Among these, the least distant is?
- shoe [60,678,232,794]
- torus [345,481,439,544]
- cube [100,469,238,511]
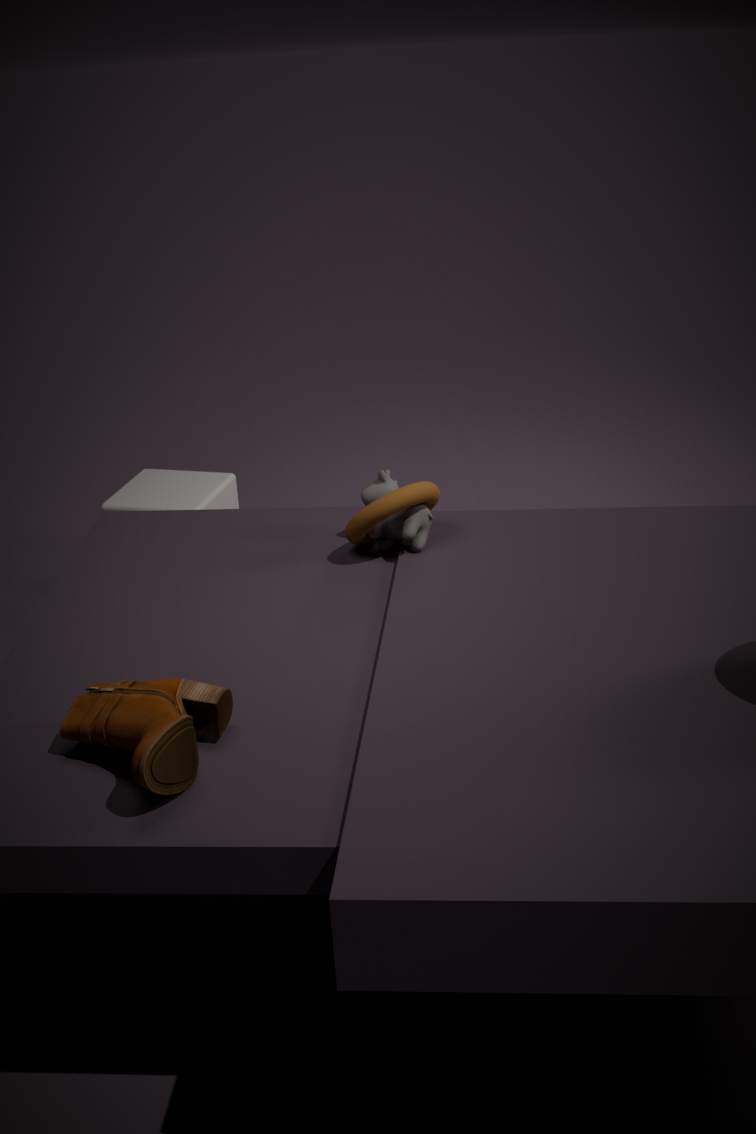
shoe [60,678,232,794]
